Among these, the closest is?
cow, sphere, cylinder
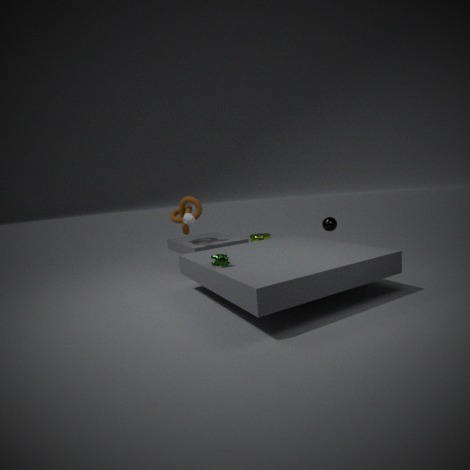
cow
